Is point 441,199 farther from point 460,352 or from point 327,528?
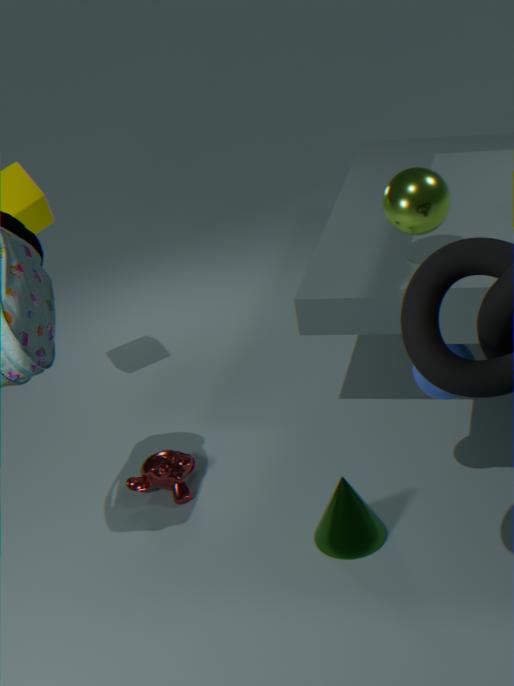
point 327,528
